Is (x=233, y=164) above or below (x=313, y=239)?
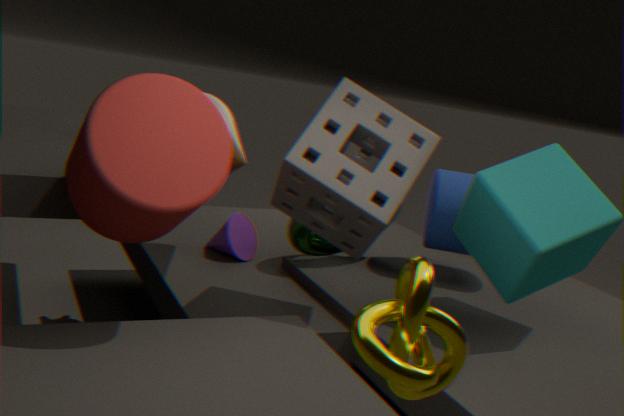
above
